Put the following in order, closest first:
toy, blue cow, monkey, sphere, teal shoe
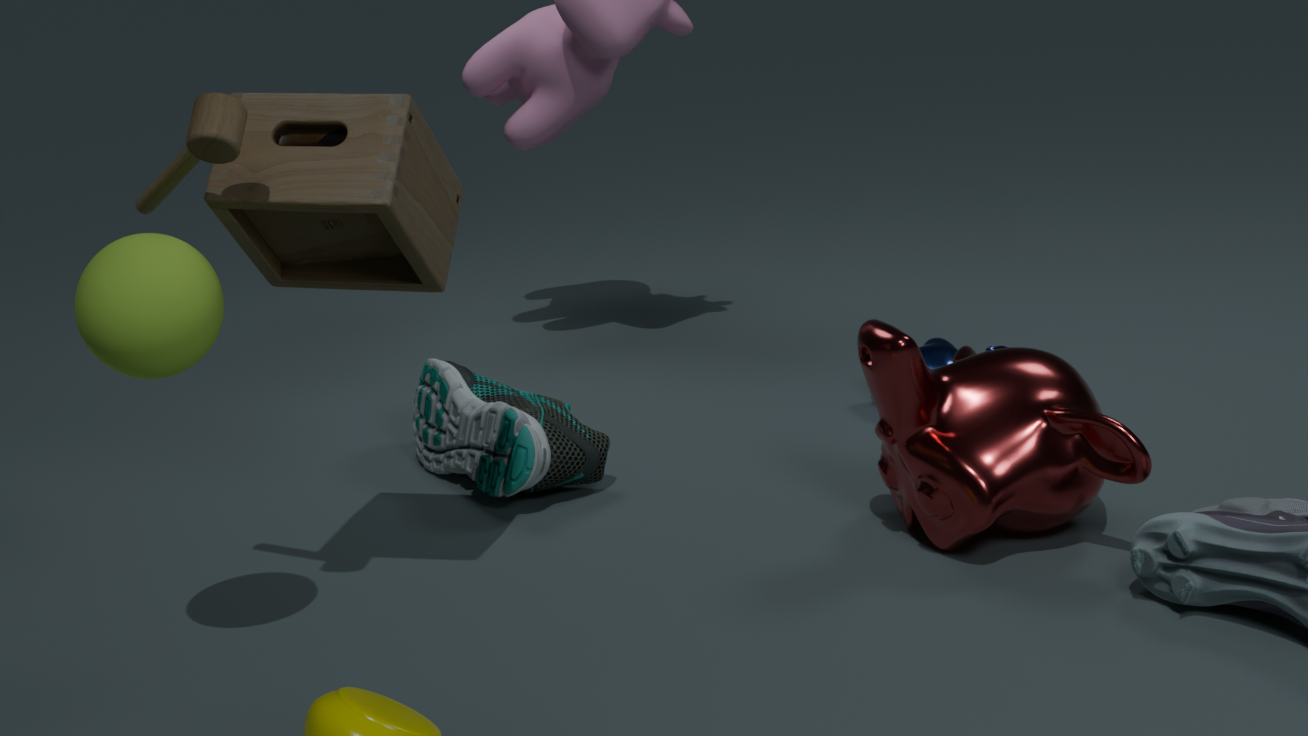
sphere
toy
monkey
teal shoe
blue cow
